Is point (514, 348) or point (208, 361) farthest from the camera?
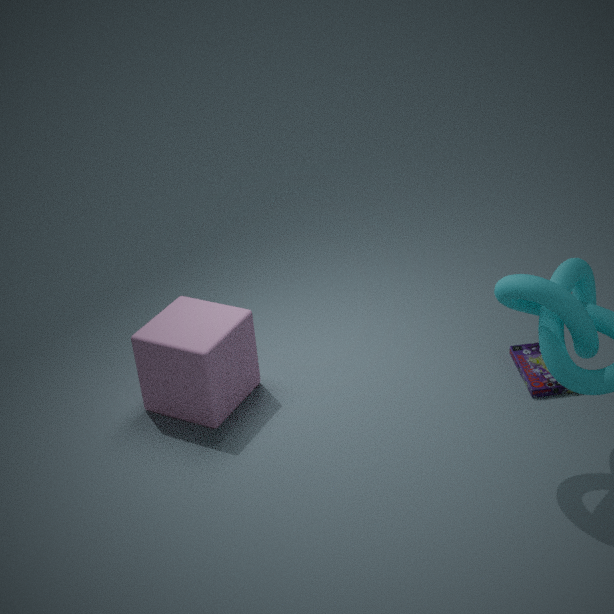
point (514, 348)
